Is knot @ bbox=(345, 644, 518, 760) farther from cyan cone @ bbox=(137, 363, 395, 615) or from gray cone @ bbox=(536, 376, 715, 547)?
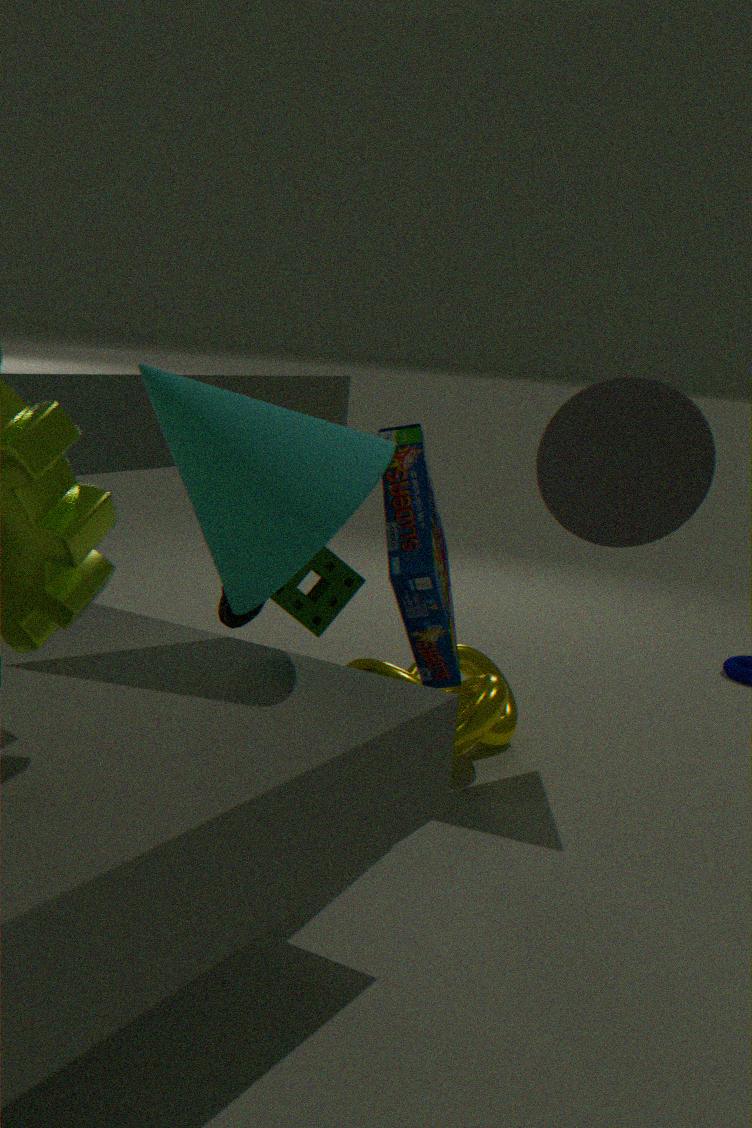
cyan cone @ bbox=(137, 363, 395, 615)
